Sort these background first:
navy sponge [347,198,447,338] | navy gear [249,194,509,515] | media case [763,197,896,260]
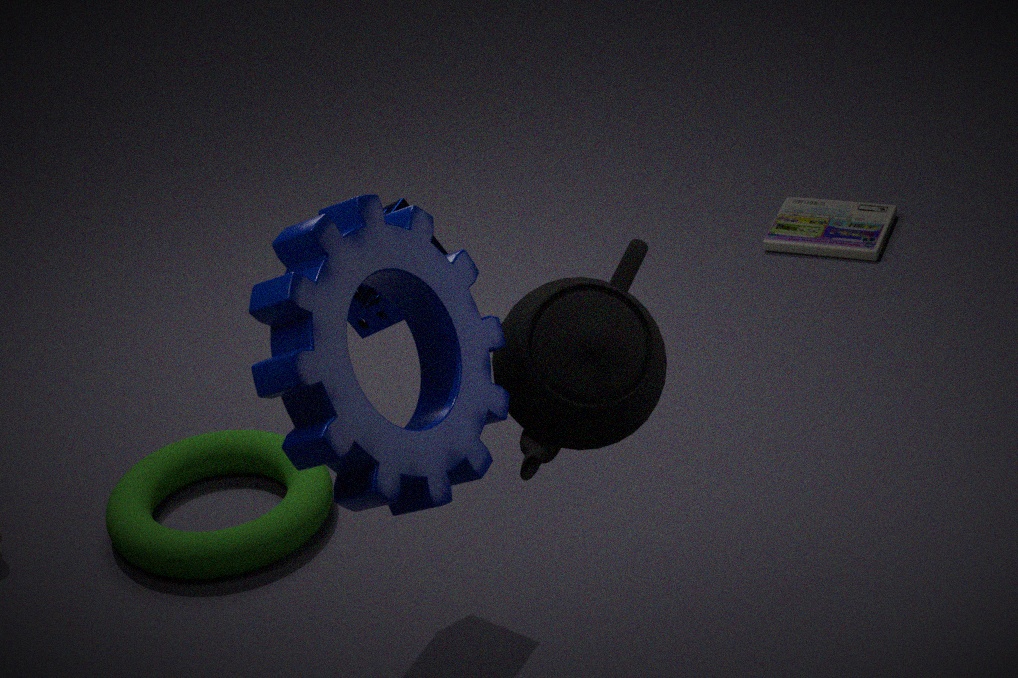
media case [763,197,896,260] → navy sponge [347,198,447,338] → navy gear [249,194,509,515]
